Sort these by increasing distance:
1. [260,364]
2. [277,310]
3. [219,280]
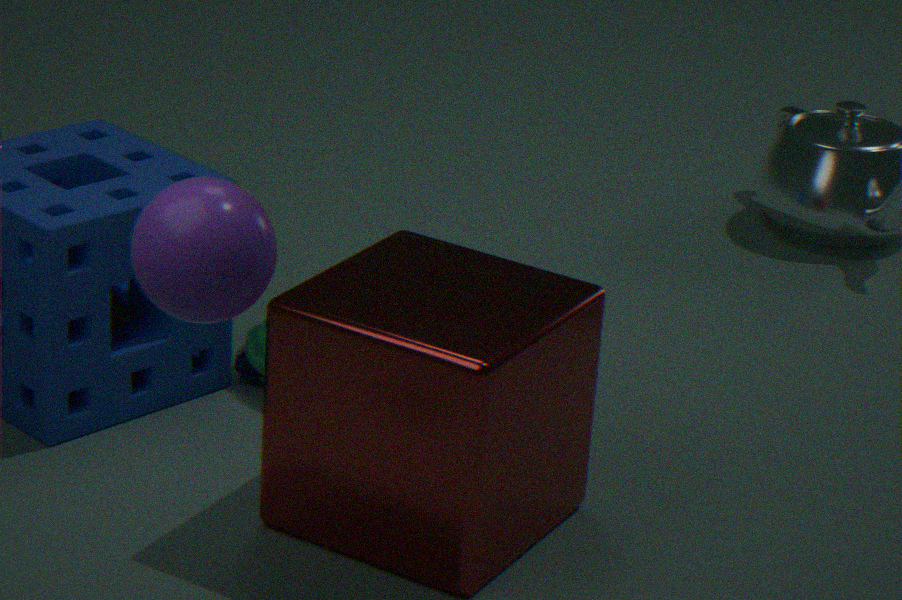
[219,280] → [277,310] → [260,364]
